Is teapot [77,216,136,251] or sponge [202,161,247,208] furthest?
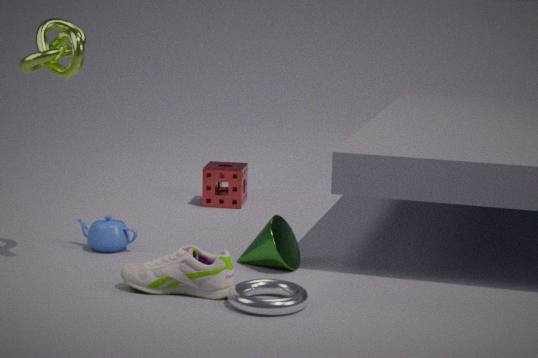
sponge [202,161,247,208]
